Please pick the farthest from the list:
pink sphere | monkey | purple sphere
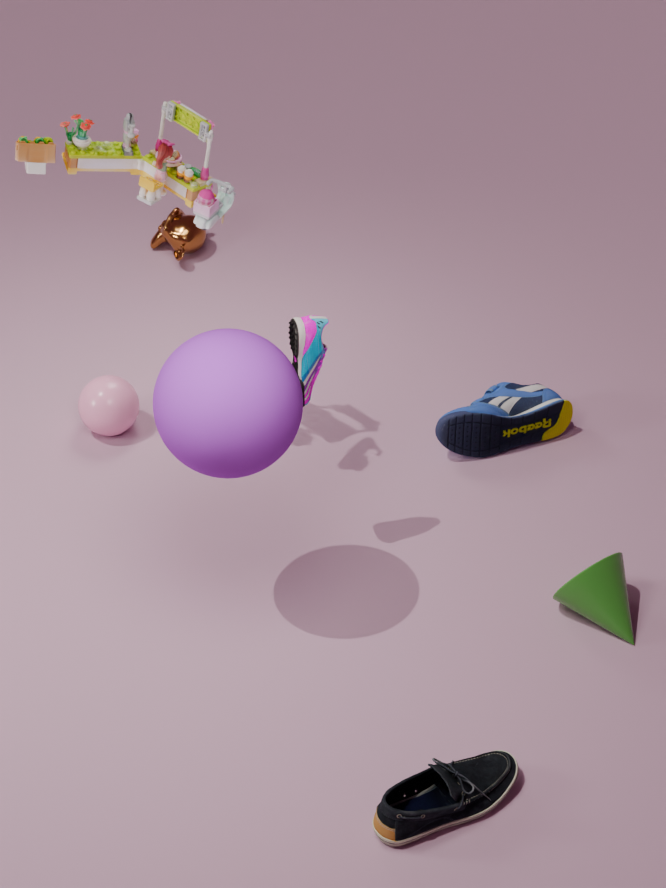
monkey
